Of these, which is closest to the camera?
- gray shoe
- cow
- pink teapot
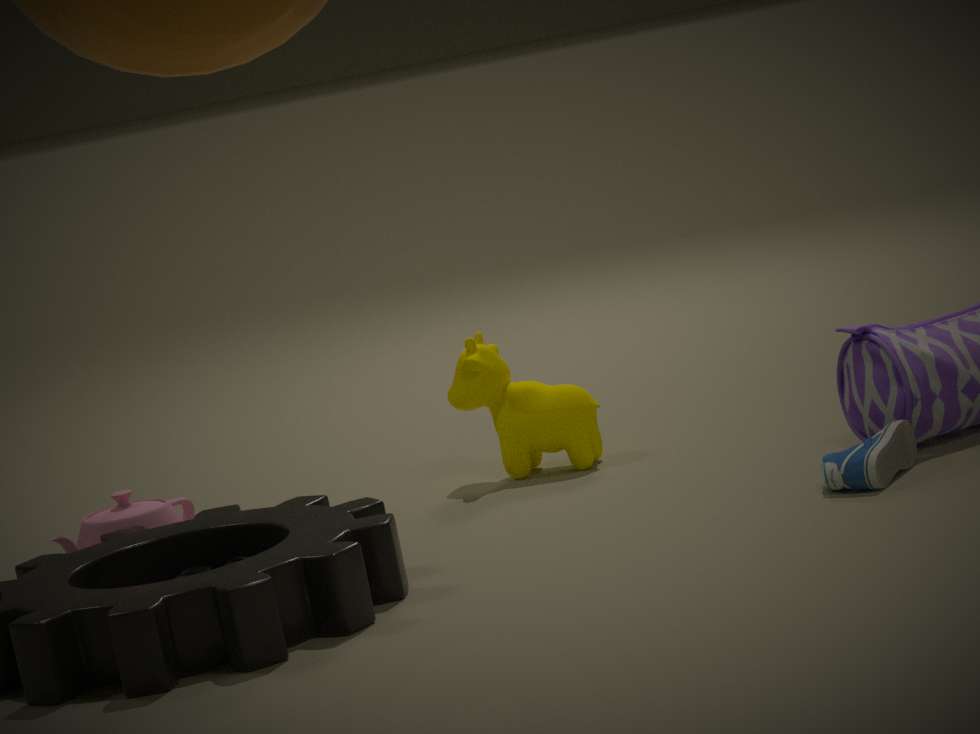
gray shoe
